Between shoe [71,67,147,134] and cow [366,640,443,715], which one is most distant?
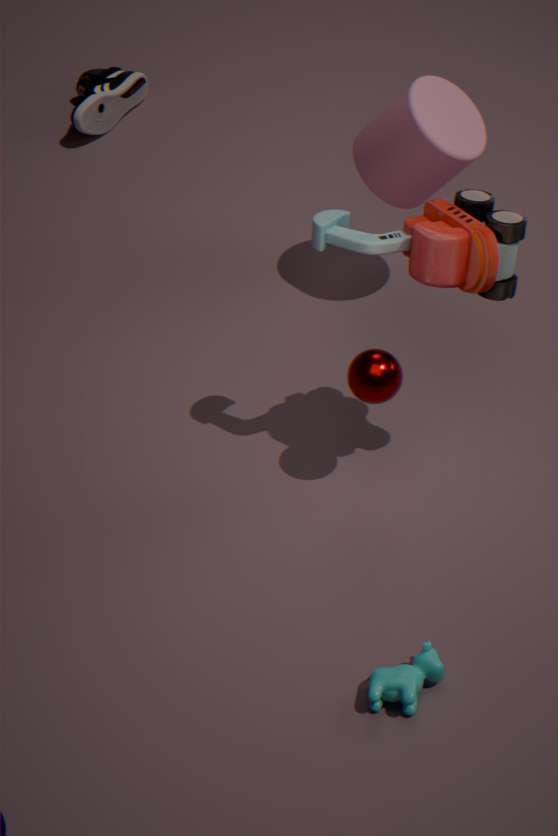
shoe [71,67,147,134]
